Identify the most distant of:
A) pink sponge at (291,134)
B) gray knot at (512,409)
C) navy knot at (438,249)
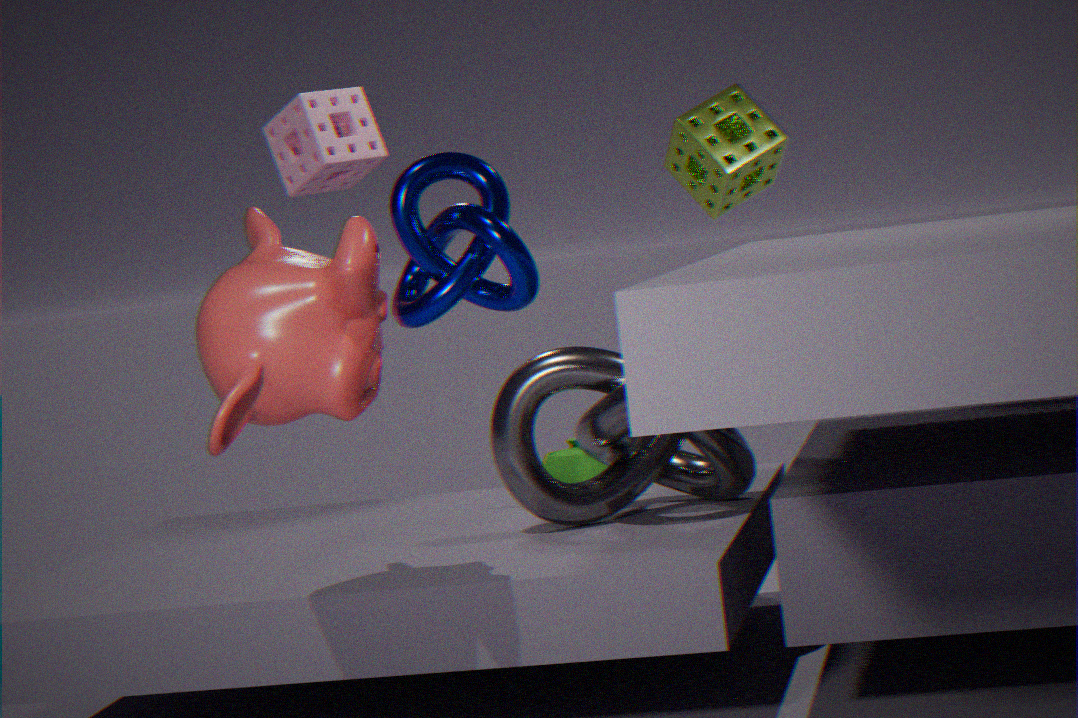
pink sponge at (291,134)
